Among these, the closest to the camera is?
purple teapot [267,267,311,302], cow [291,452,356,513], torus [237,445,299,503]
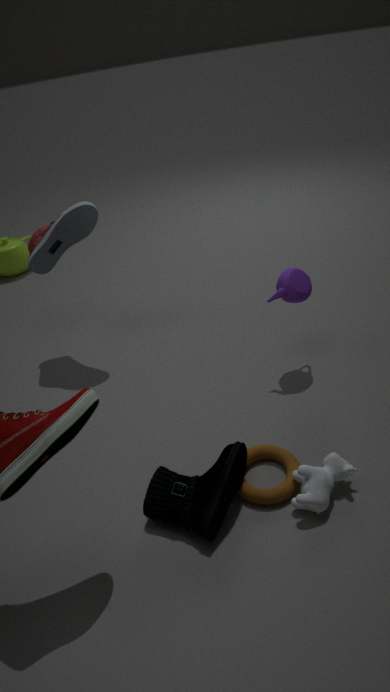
cow [291,452,356,513]
